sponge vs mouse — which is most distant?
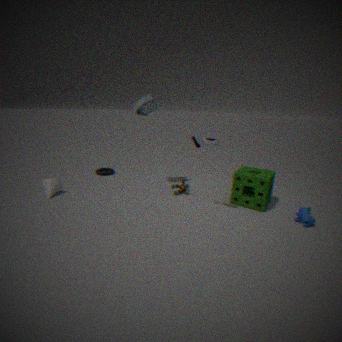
sponge
